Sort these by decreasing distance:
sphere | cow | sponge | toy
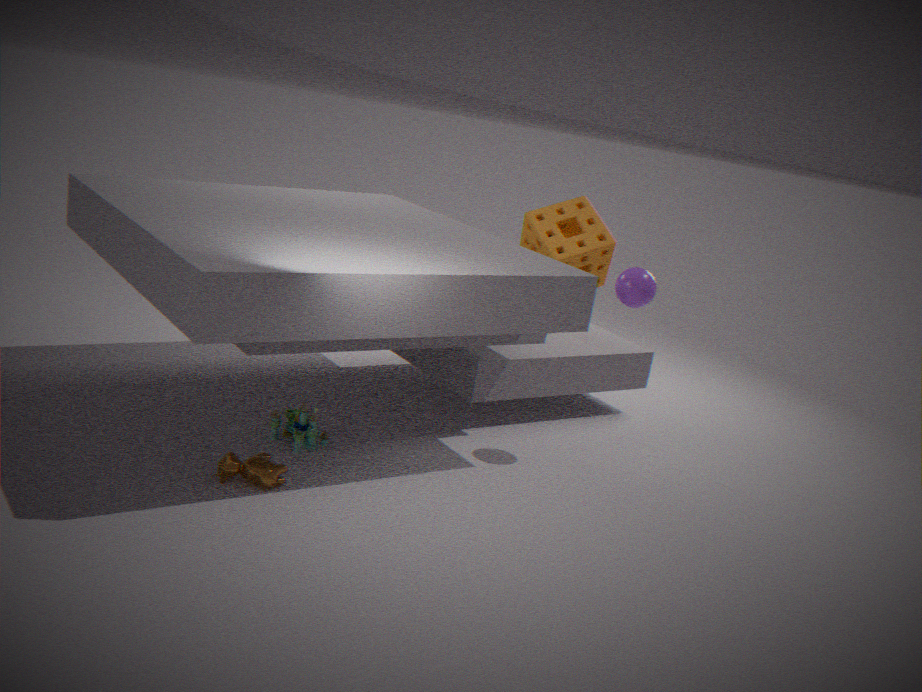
sponge, sphere, toy, cow
